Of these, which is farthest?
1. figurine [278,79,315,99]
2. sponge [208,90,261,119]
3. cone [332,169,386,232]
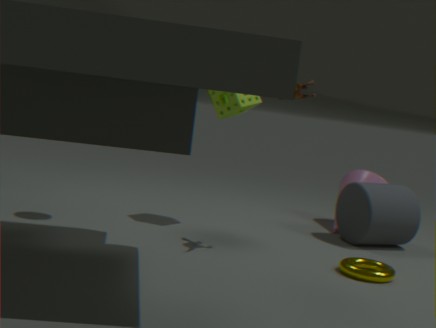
cone [332,169,386,232]
